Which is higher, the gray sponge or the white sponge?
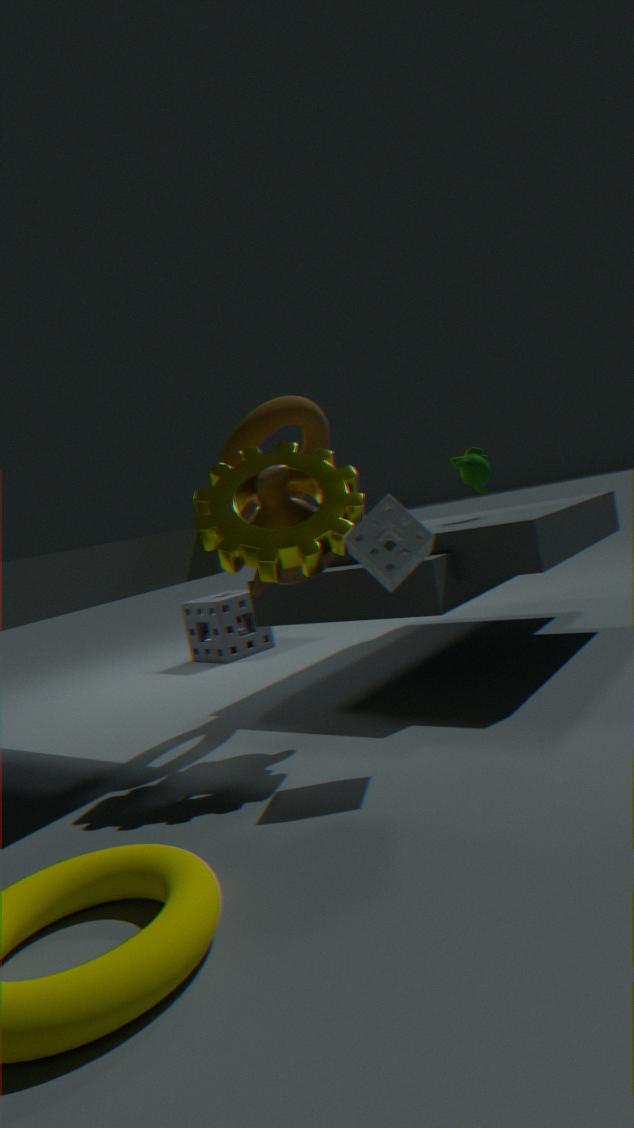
the white sponge
